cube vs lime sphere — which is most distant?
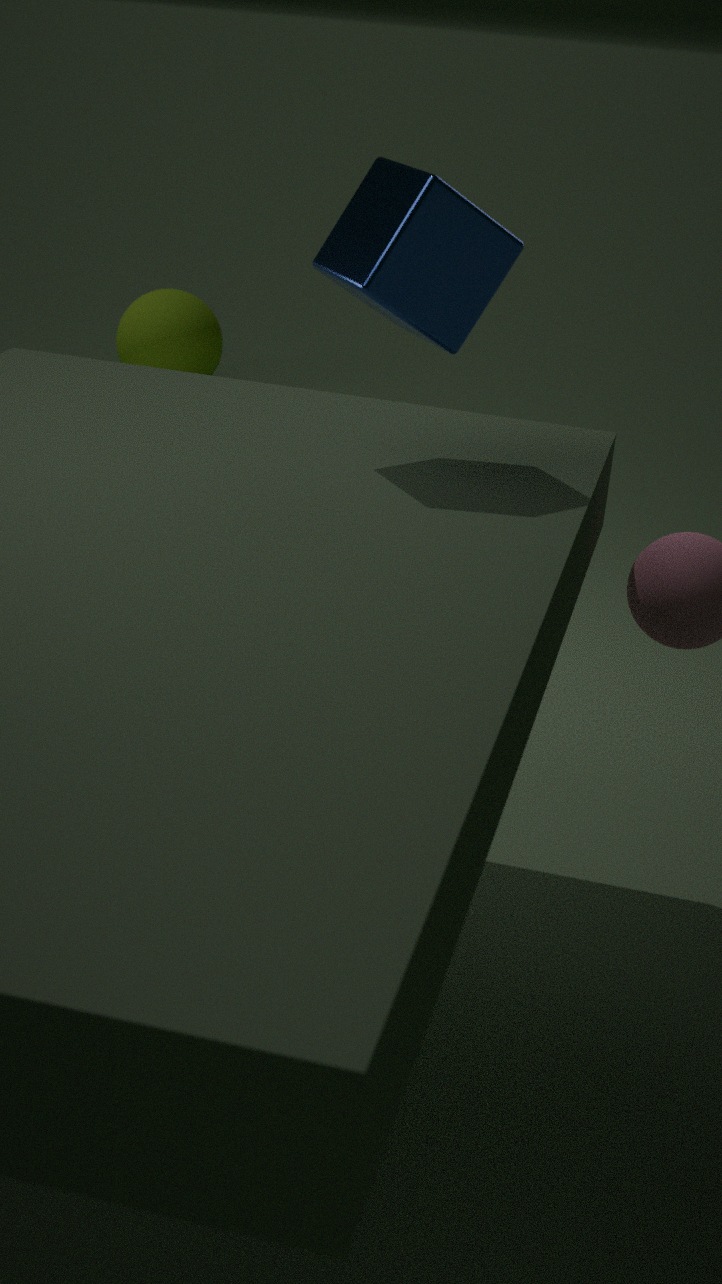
lime sphere
